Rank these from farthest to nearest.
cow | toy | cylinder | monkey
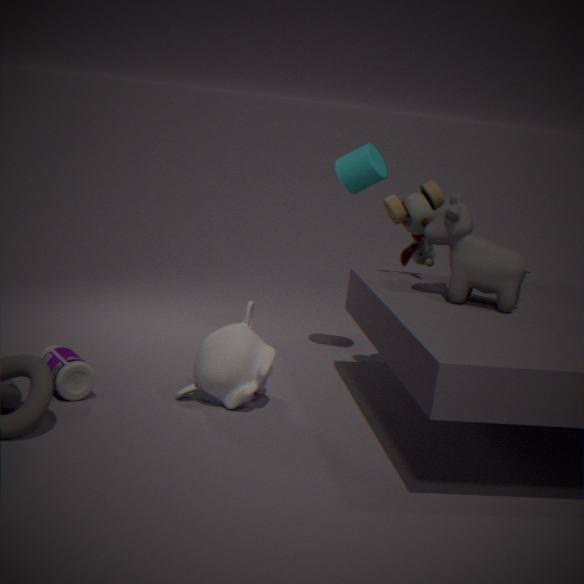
cylinder < toy < monkey < cow
